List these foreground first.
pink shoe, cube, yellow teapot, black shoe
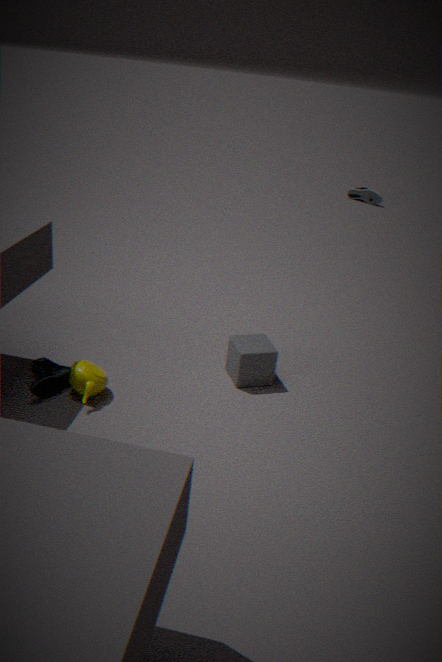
pink shoe
yellow teapot
cube
black shoe
